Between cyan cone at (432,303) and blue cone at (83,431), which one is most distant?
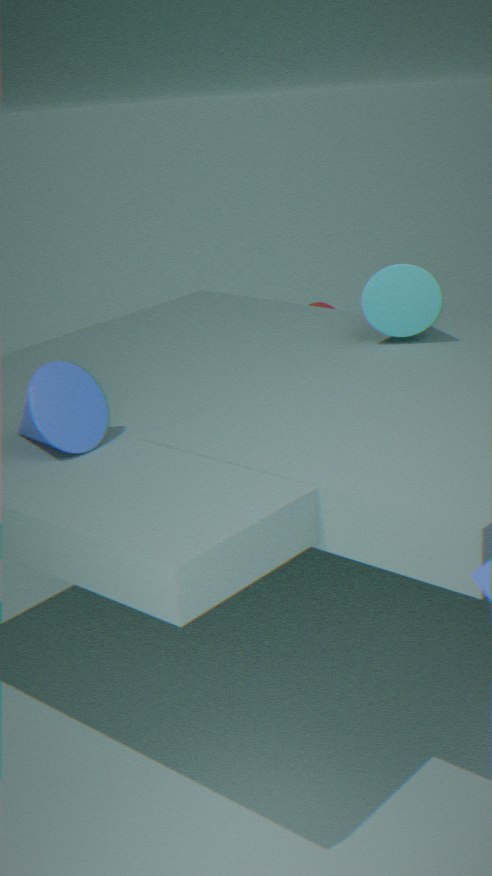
cyan cone at (432,303)
